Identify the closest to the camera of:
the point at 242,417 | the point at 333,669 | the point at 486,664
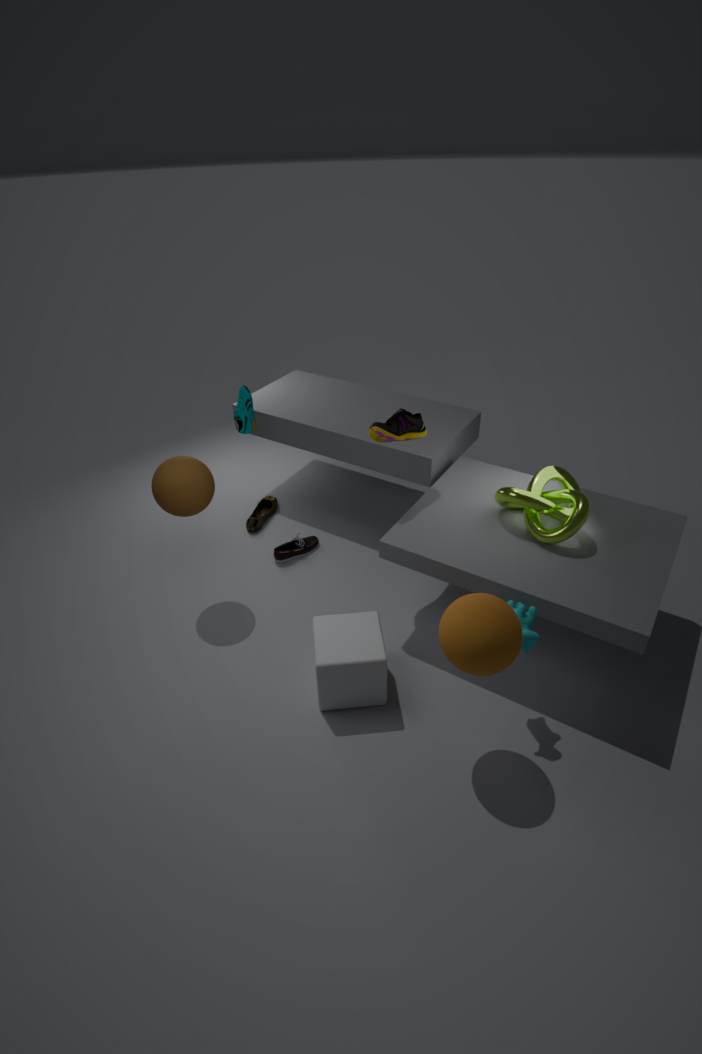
the point at 486,664
